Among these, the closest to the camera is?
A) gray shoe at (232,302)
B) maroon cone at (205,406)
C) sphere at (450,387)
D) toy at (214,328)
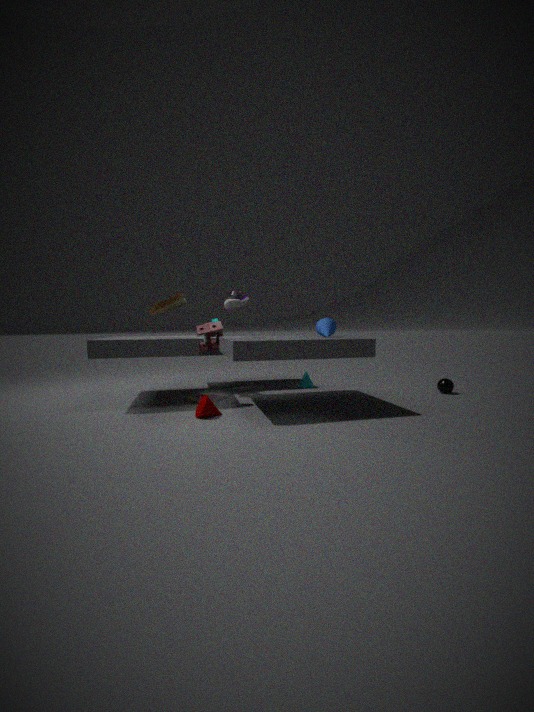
maroon cone at (205,406)
